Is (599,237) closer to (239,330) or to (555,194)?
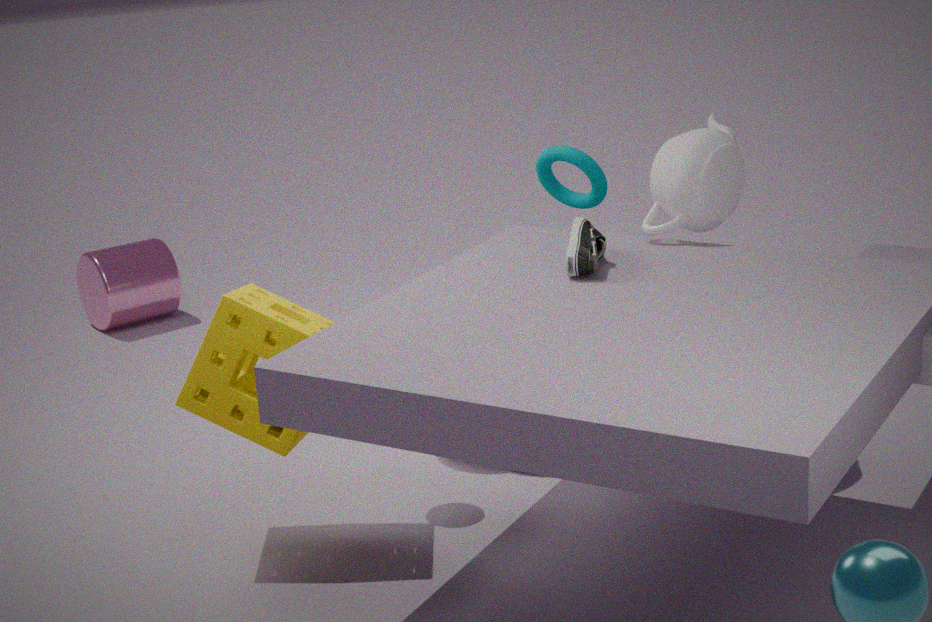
(555,194)
